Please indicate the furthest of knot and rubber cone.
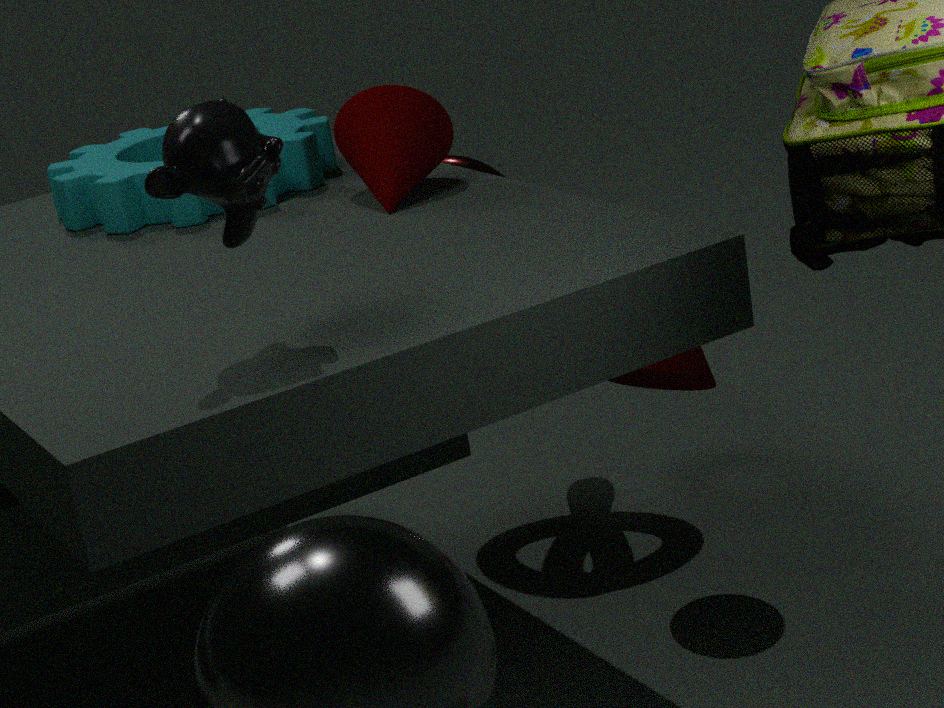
knot
